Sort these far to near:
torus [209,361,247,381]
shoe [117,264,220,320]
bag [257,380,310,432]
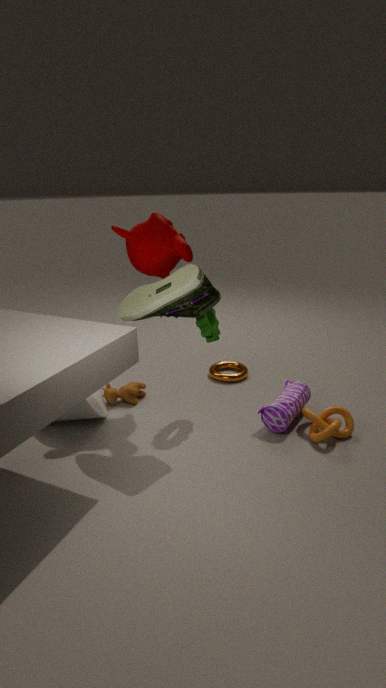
1. torus [209,361,247,381]
2. bag [257,380,310,432]
3. shoe [117,264,220,320]
